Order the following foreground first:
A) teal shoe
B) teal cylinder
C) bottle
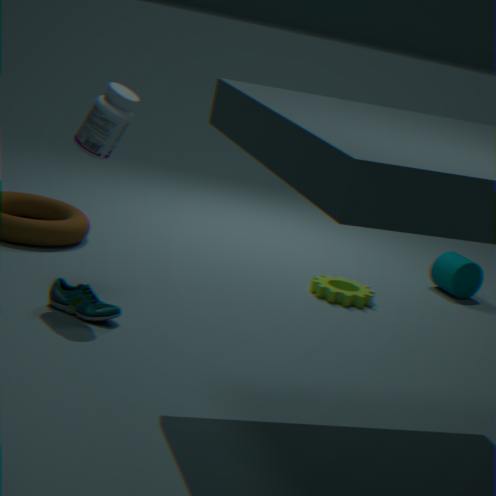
bottle → teal shoe → teal cylinder
